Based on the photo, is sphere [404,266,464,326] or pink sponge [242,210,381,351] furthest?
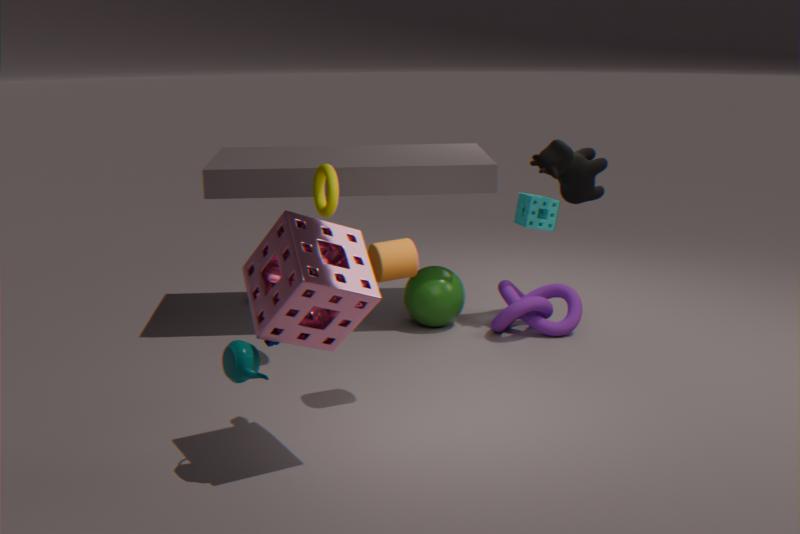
sphere [404,266,464,326]
